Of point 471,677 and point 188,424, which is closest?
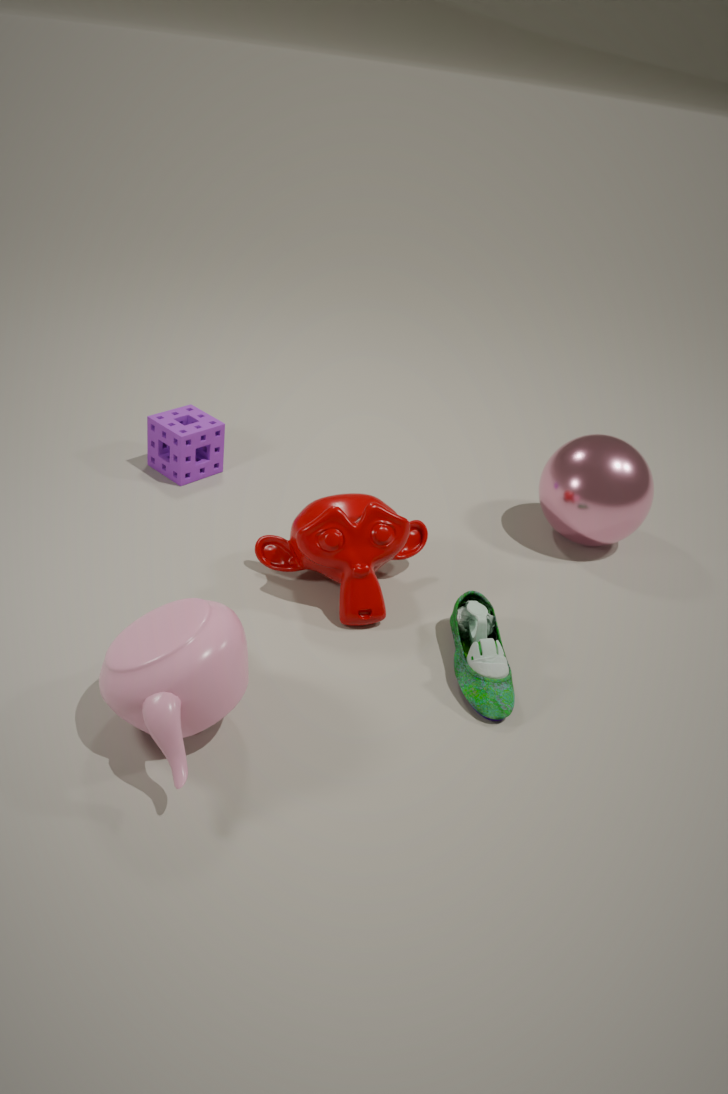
point 471,677
